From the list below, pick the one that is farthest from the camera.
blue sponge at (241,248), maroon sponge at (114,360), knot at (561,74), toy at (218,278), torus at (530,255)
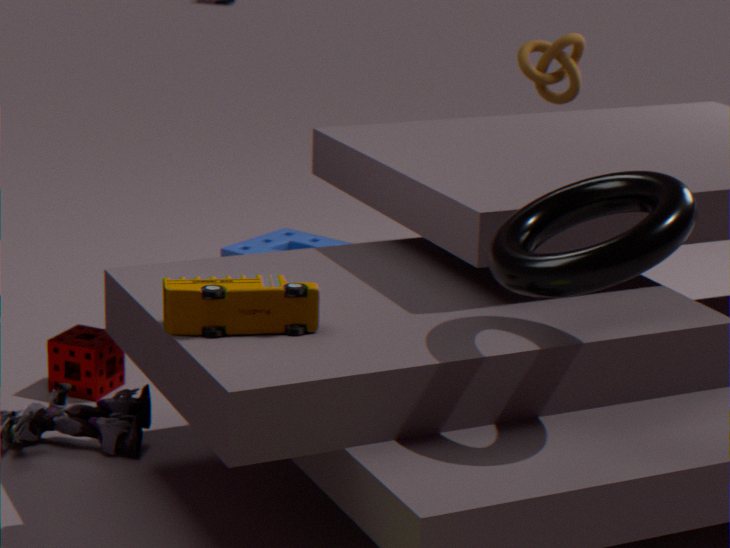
knot at (561,74)
